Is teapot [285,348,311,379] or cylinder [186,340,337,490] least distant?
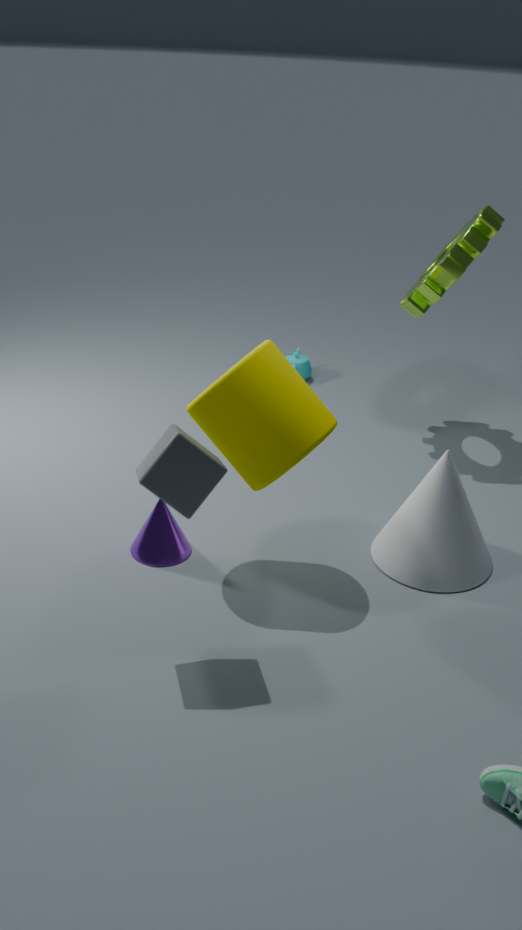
cylinder [186,340,337,490]
